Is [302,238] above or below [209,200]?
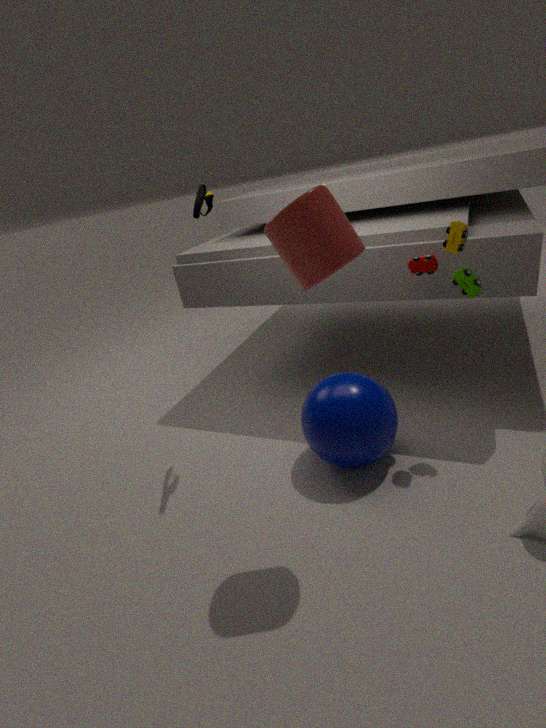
below
